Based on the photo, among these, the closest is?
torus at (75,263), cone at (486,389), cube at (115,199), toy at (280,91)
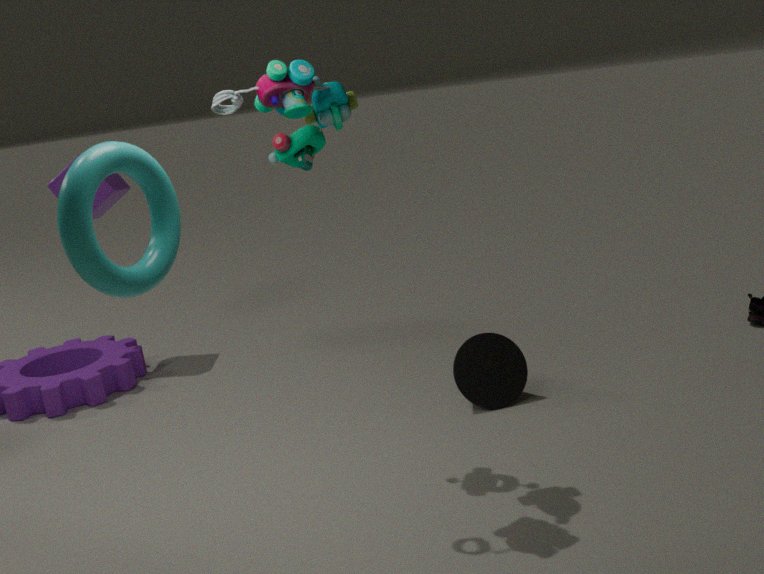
torus at (75,263)
